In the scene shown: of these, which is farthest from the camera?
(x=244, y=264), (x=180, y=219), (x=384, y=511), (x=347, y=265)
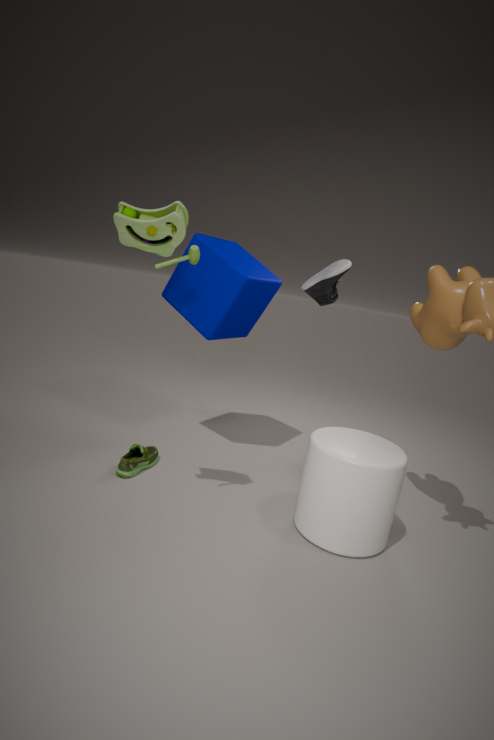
(x=244, y=264)
